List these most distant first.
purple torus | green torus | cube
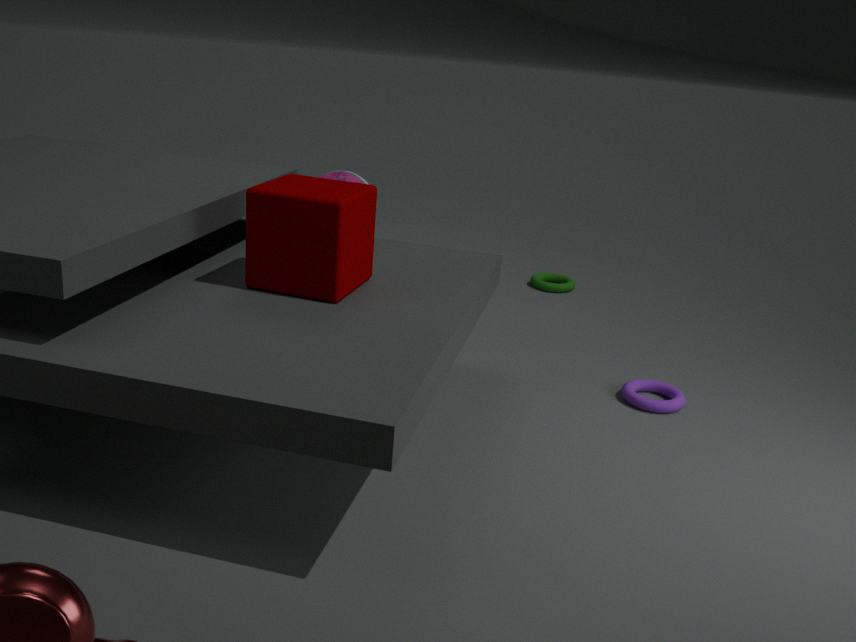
green torus, purple torus, cube
